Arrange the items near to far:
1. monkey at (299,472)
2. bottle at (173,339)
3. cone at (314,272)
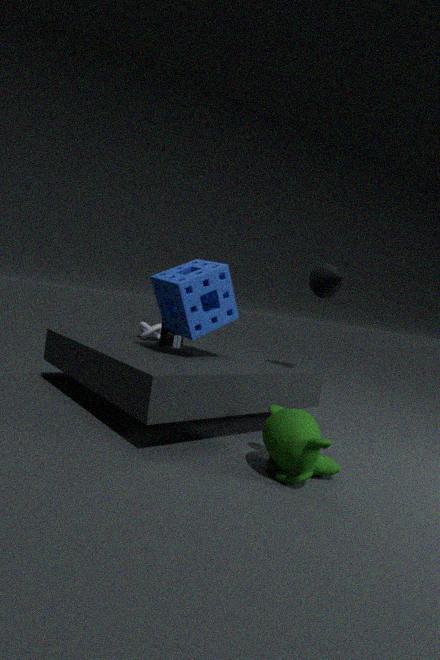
1. monkey at (299,472)
2. cone at (314,272)
3. bottle at (173,339)
